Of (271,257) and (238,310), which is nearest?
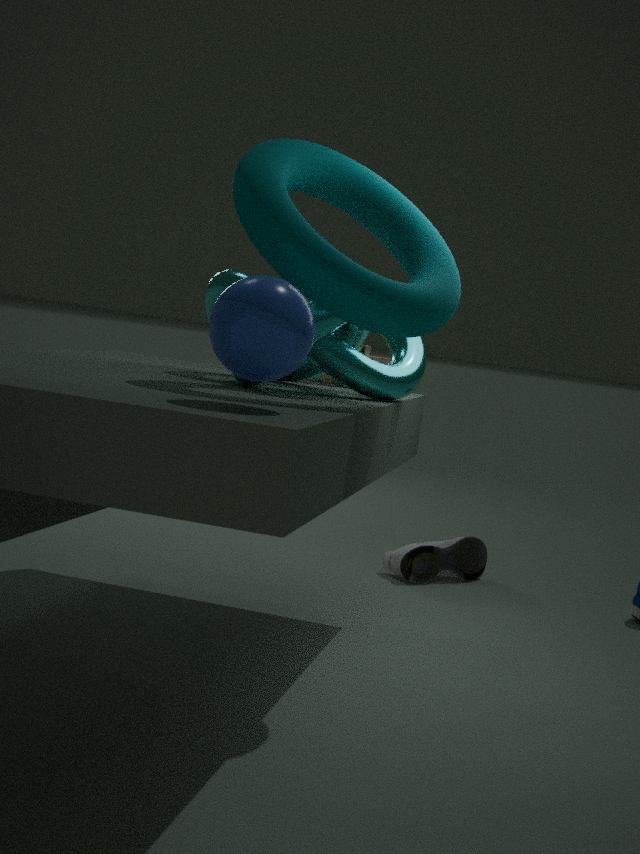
(238,310)
